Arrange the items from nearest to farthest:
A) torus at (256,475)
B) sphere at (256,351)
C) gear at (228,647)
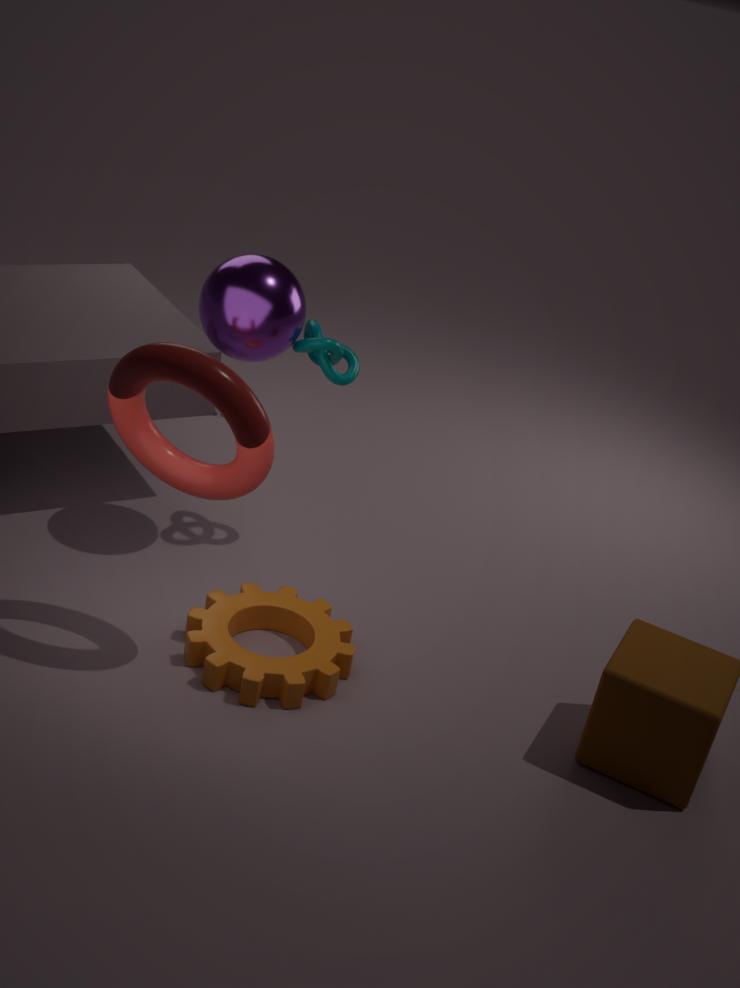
1. torus at (256,475)
2. gear at (228,647)
3. sphere at (256,351)
